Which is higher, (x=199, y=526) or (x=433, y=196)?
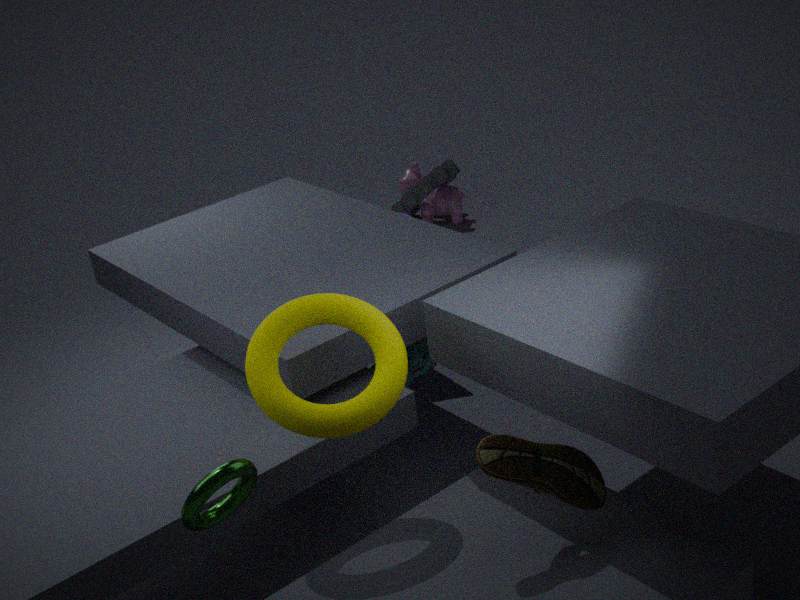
(x=199, y=526)
